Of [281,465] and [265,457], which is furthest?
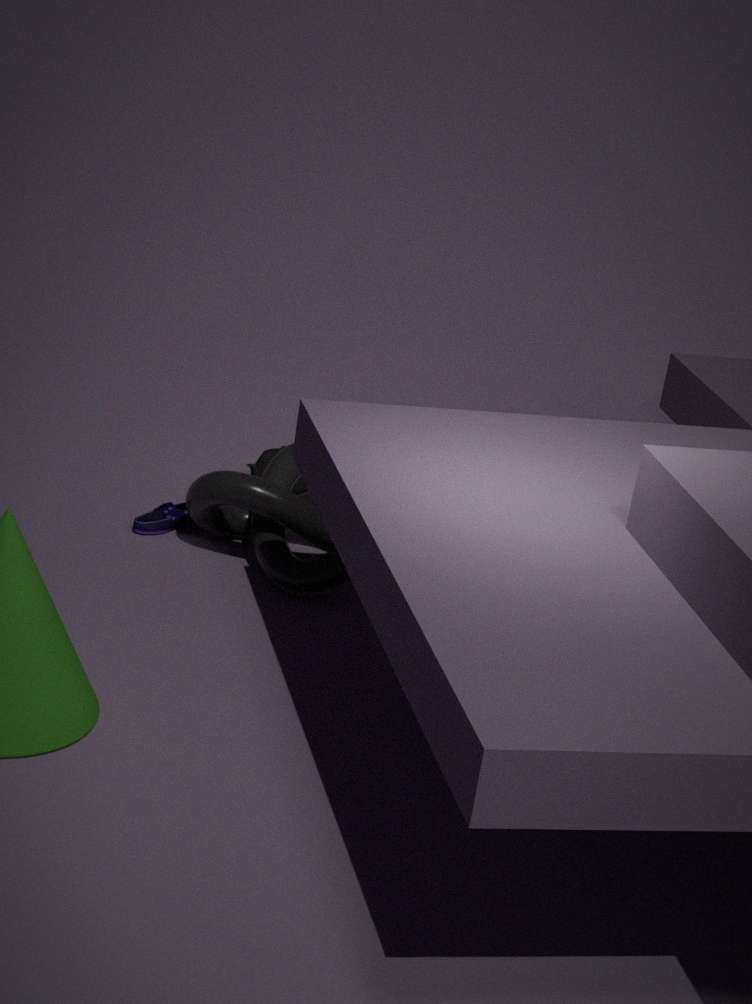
[265,457]
